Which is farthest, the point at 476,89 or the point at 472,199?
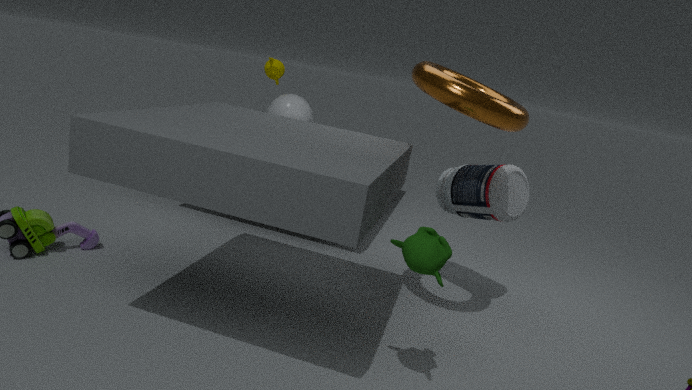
the point at 472,199
